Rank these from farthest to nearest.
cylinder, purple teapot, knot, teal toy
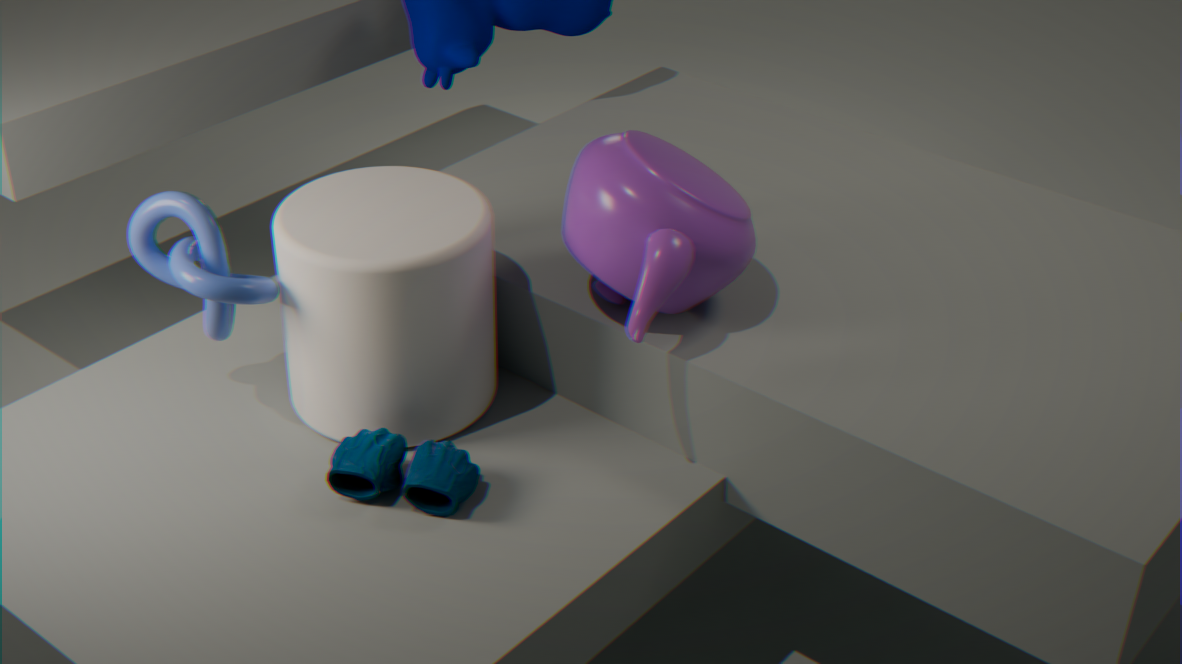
1. cylinder
2. teal toy
3. knot
4. purple teapot
